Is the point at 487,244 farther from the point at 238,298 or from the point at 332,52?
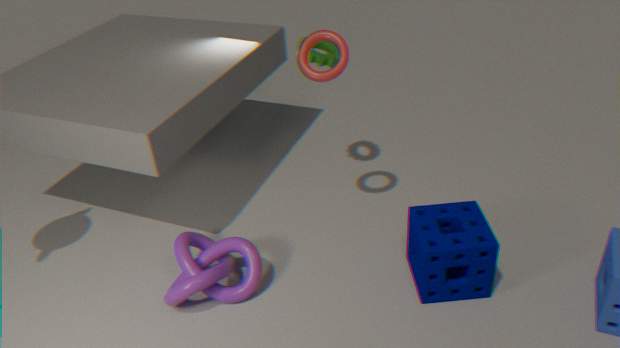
the point at 332,52
